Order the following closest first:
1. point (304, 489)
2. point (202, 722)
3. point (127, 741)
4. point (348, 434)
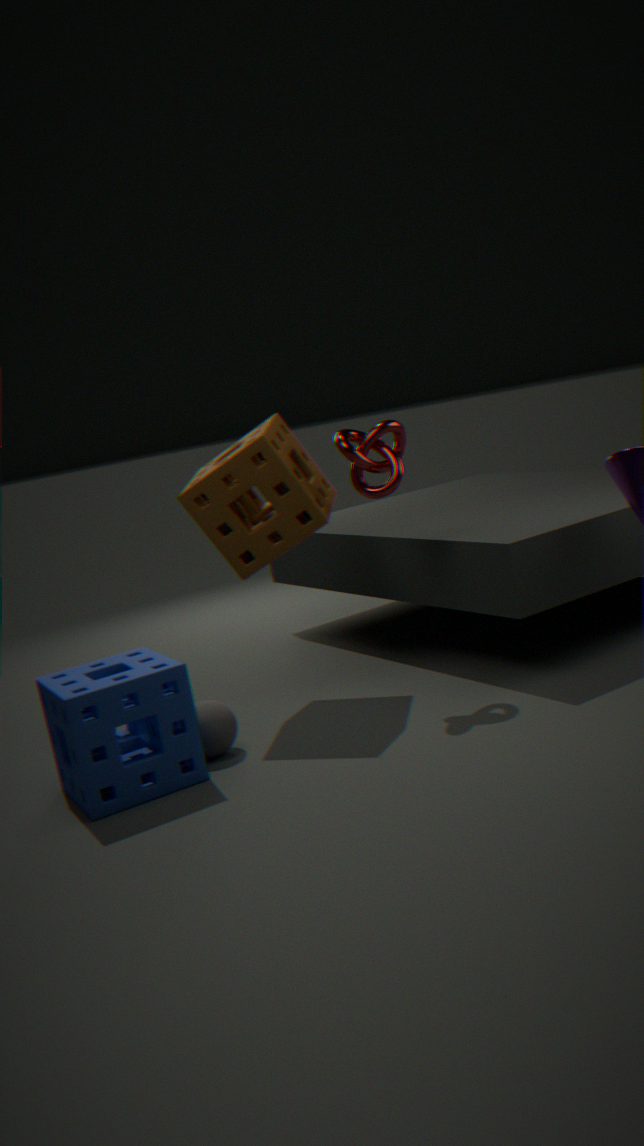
1. point (202, 722)
2. point (127, 741)
3. point (304, 489)
4. point (348, 434)
